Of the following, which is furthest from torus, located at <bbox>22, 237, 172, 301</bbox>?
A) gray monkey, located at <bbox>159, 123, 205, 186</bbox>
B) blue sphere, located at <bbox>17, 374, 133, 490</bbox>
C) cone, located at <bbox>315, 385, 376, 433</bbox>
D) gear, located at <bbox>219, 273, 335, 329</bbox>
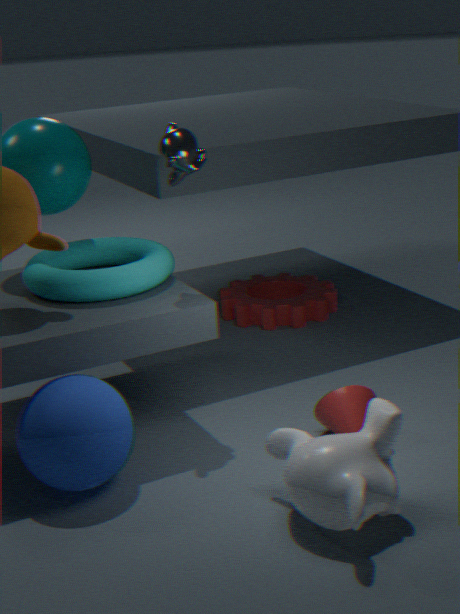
gear, located at <bbox>219, 273, 335, 329</bbox>
